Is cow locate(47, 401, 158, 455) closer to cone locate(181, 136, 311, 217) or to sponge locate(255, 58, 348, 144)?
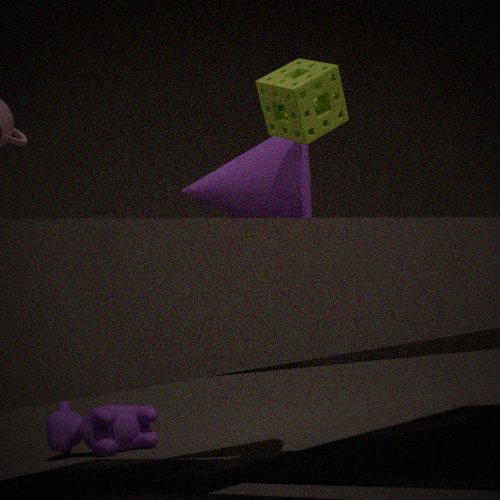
cone locate(181, 136, 311, 217)
